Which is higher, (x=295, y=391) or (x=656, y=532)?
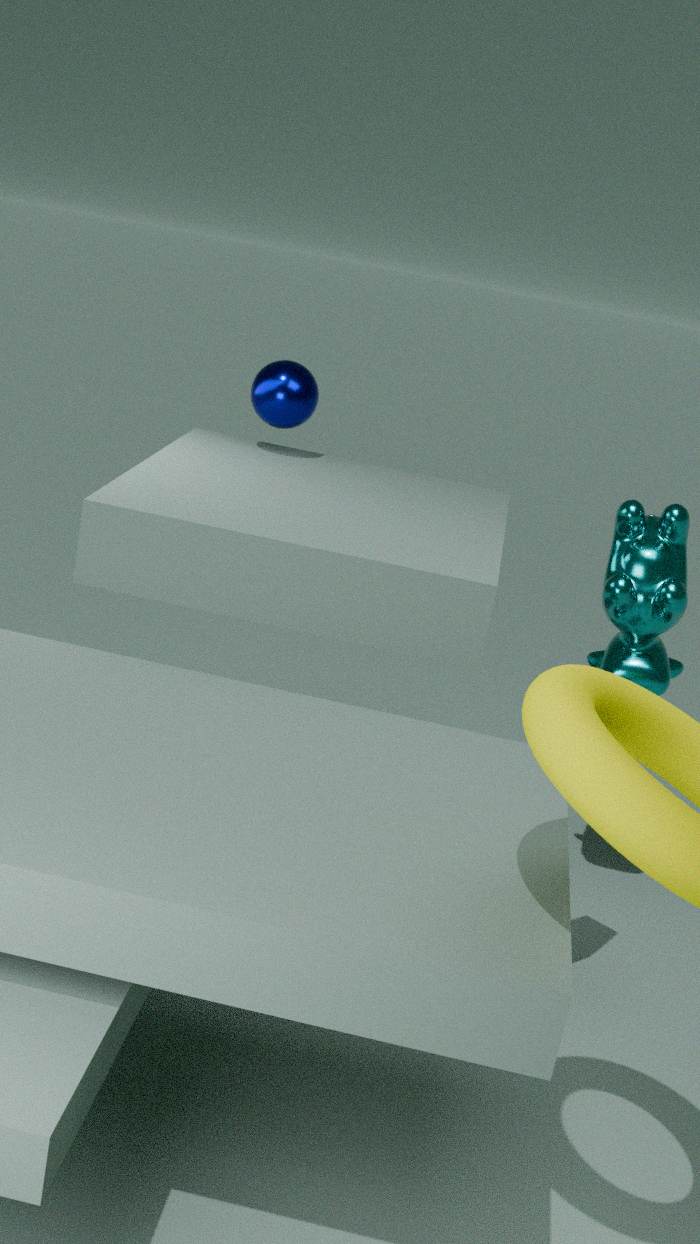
(x=295, y=391)
